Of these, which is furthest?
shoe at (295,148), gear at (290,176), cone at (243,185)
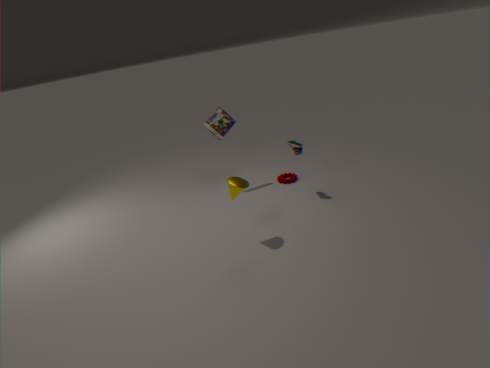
gear at (290,176)
